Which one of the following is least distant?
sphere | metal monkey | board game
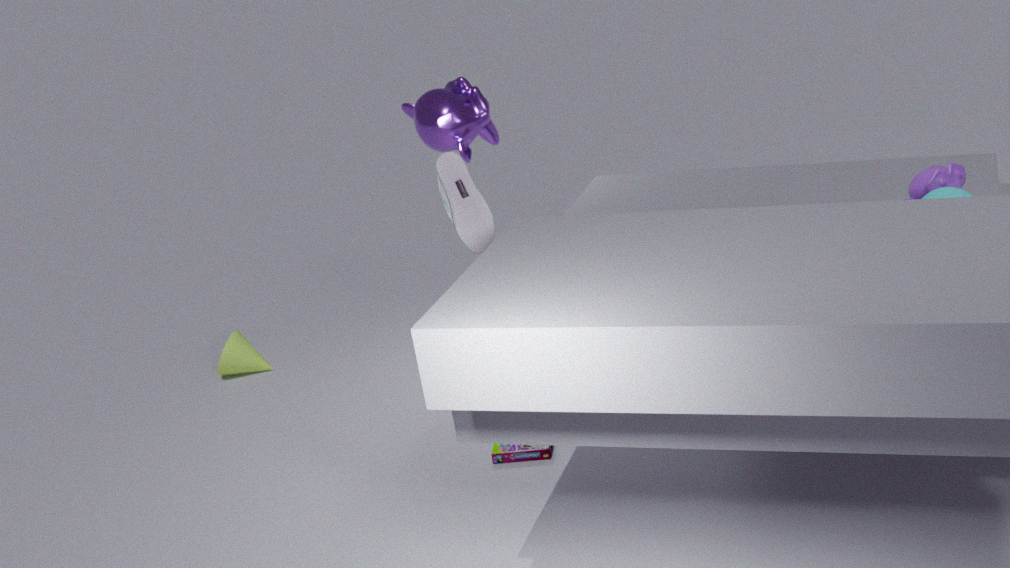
sphere
